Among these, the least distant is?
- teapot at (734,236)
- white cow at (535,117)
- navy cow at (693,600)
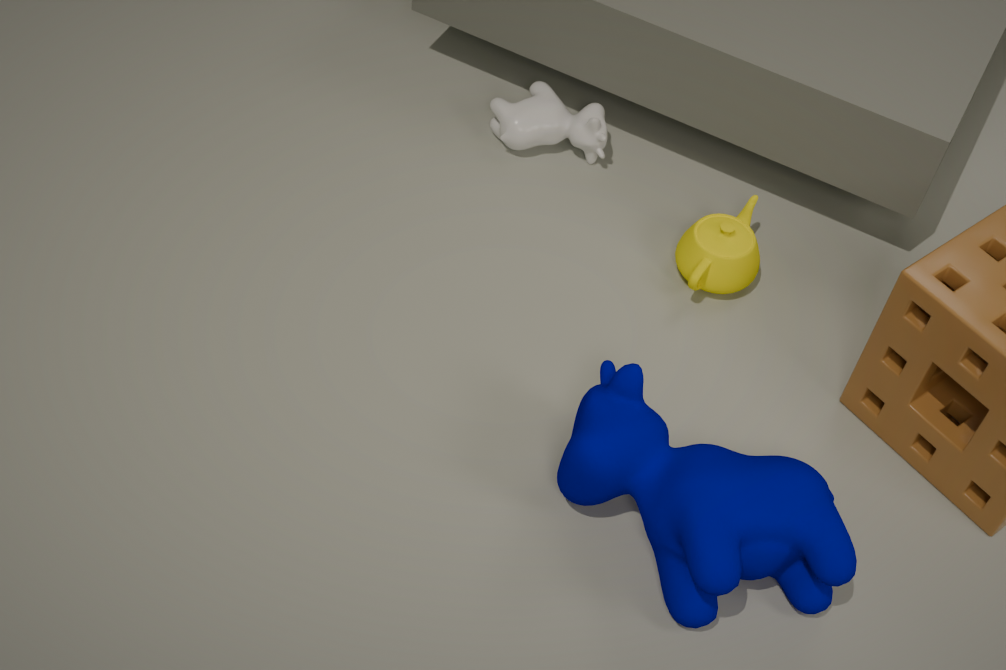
navy cow at (693,600)
